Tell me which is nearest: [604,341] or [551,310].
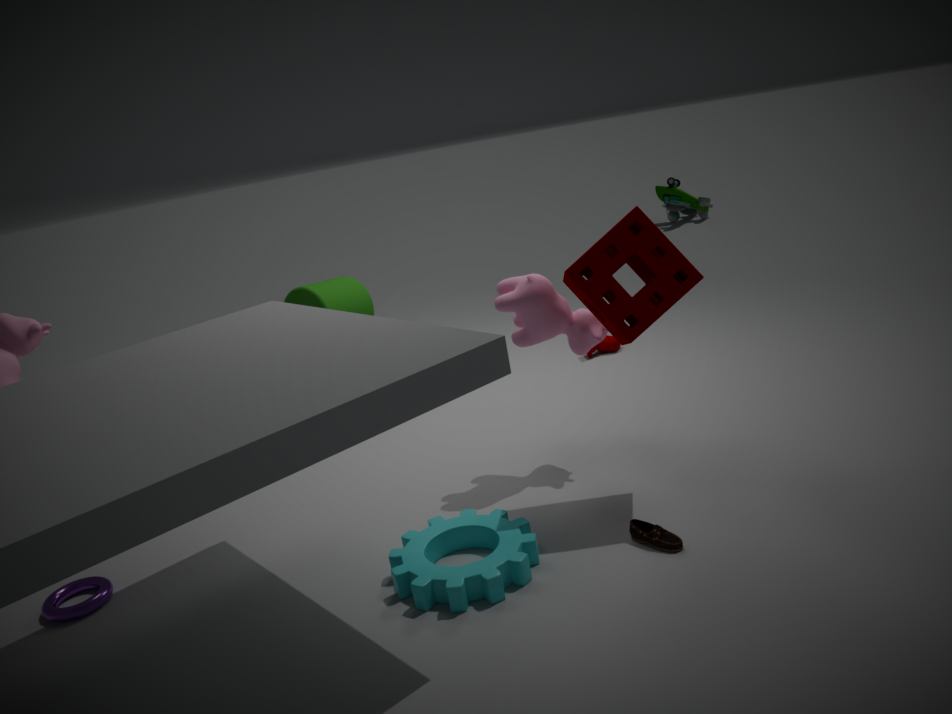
[551,310]
